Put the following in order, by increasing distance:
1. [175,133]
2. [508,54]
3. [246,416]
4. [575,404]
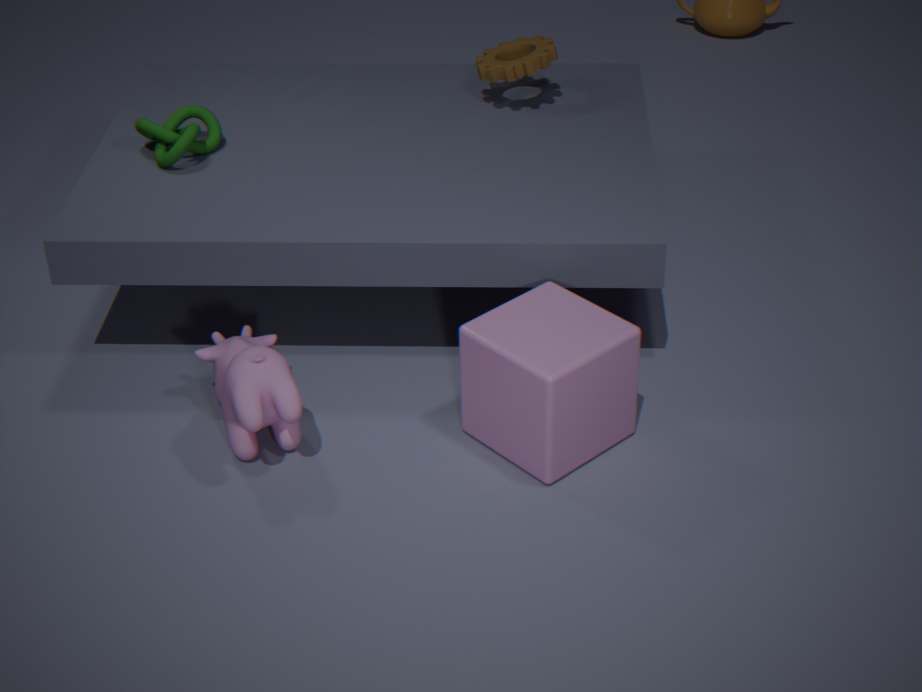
1. [246,416]
2. [575,404]
3. [175,133]
4. [508,54]
